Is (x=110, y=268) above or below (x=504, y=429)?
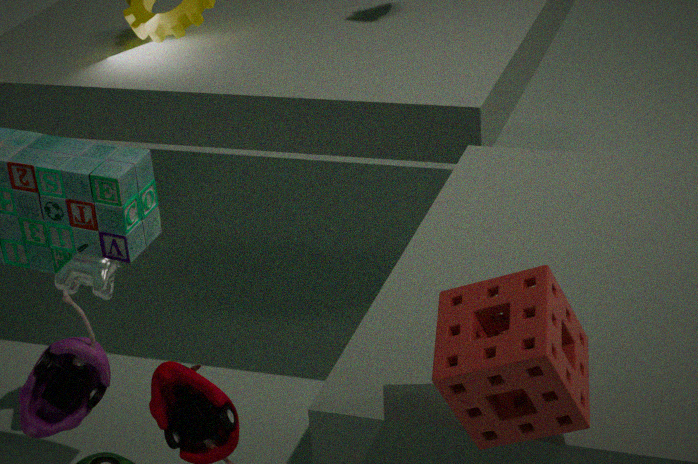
below
